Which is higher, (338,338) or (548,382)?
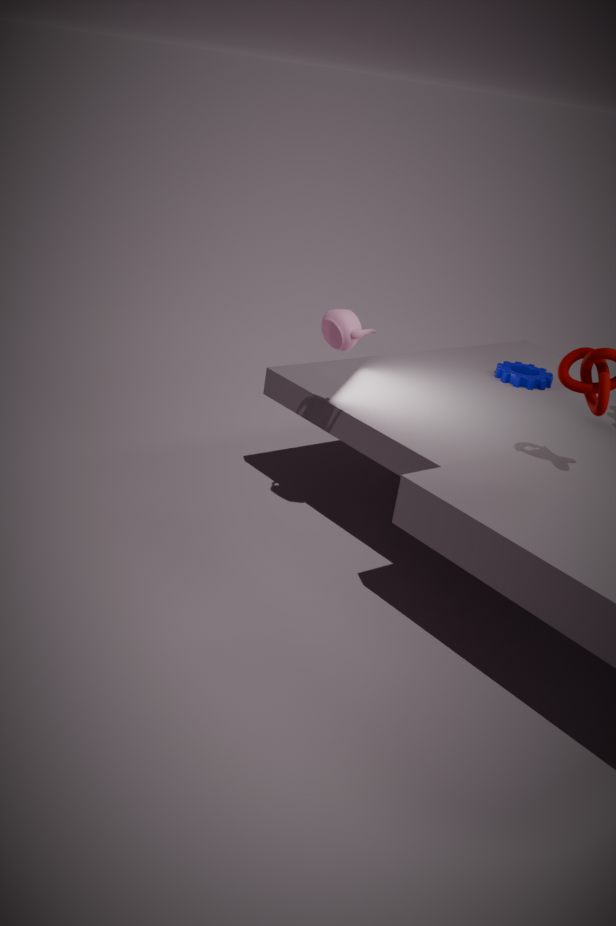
(338,338)
